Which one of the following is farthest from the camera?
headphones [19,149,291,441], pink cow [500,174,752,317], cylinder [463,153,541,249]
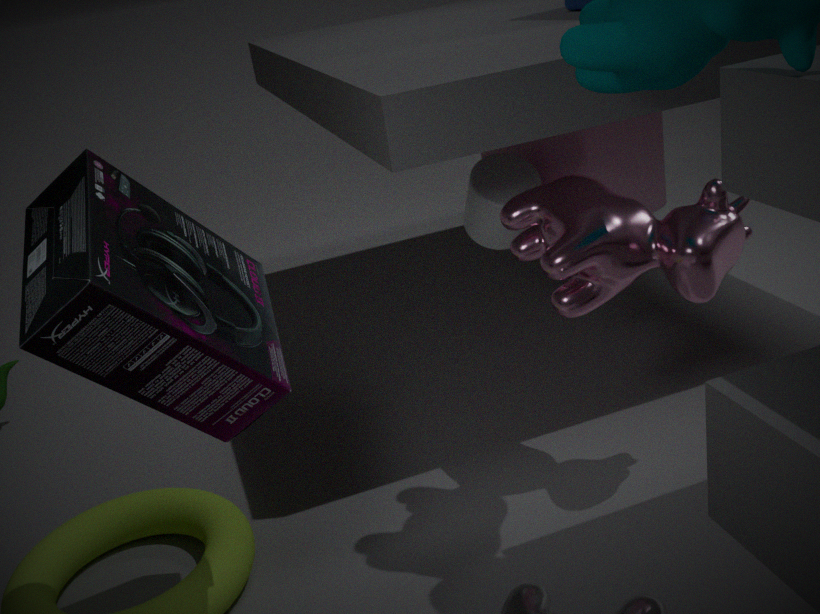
cylinder [463,153,541,249]
